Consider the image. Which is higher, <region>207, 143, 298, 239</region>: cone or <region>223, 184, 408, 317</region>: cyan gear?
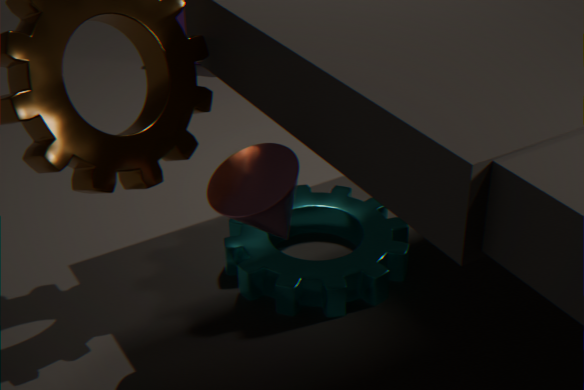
<region>207, 143, 298, 239</region>: cone
